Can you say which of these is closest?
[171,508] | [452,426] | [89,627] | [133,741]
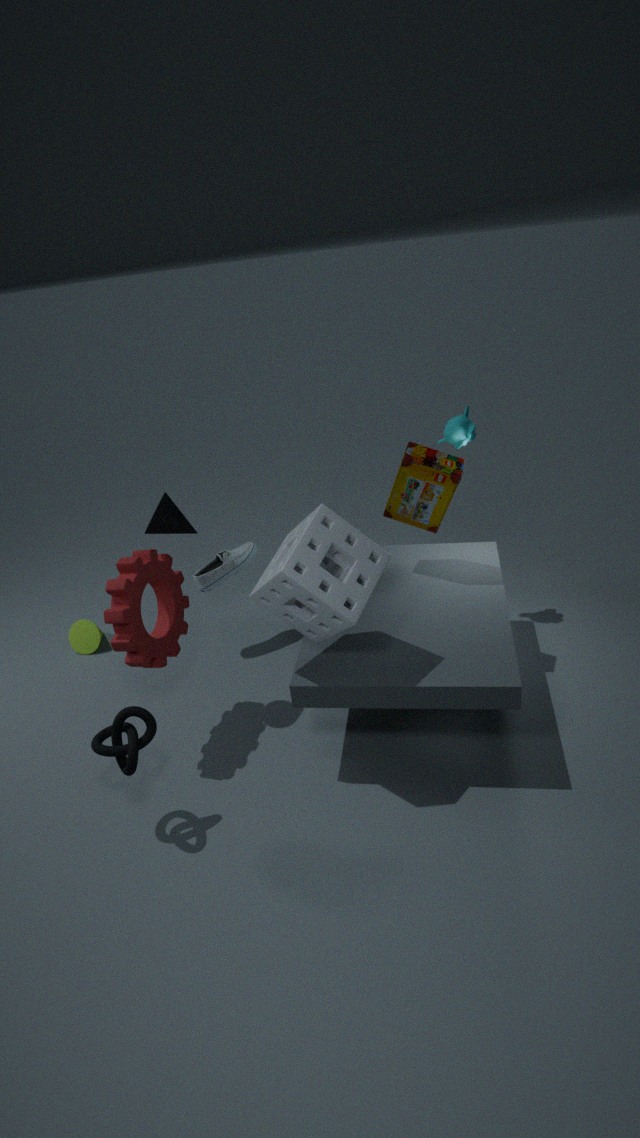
[133,741]
